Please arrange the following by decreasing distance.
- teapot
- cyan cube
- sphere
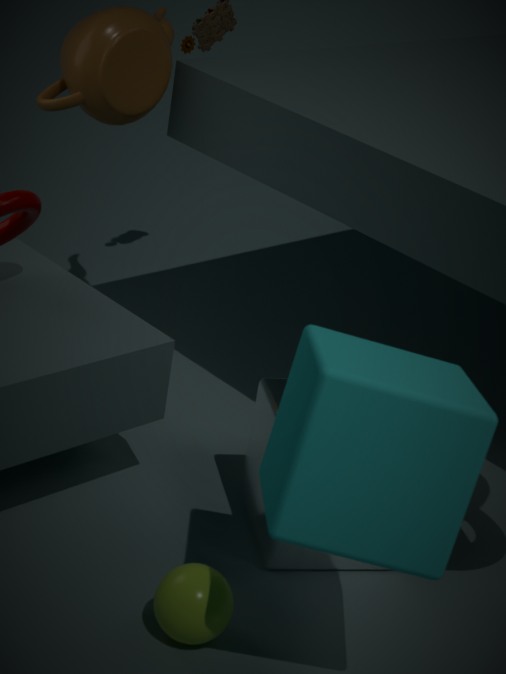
teapot, sphere, cyan cube
